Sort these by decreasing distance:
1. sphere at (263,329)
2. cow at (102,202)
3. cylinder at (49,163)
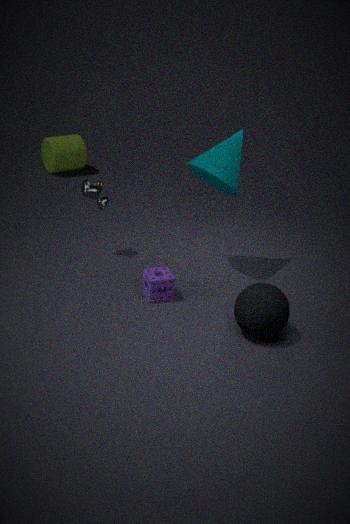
cylinder at (49,163), cow at (102,202), sphere at (263,329)
